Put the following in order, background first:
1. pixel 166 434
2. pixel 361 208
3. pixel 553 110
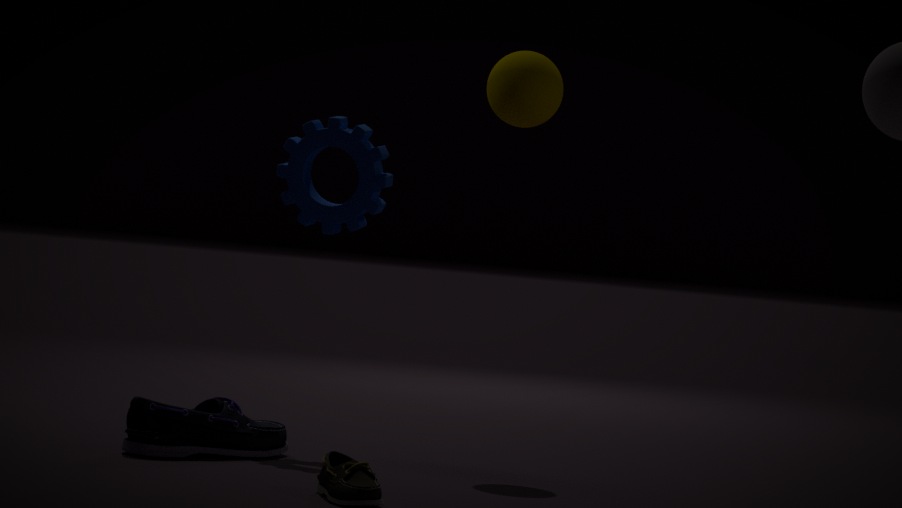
pixel 553 110 < pixel 361 208 < pixel 166 434
